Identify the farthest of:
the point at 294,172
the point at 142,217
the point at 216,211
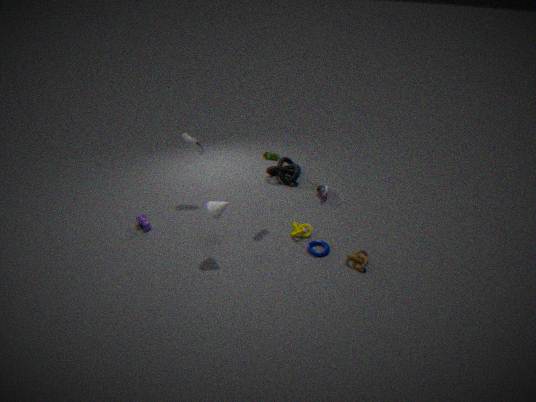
the point at 294,172
